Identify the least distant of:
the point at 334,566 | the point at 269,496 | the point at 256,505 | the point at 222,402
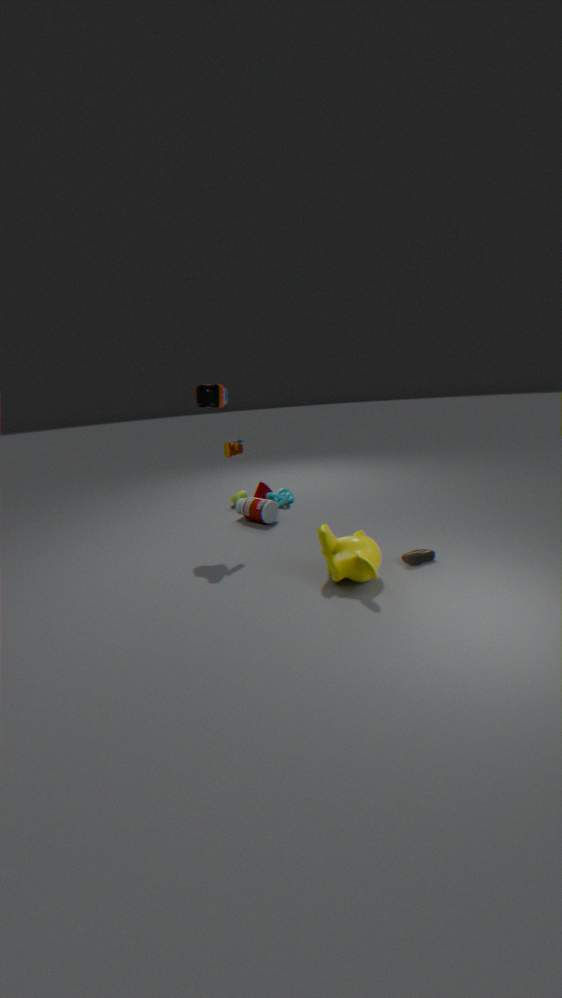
the point at 334,566
